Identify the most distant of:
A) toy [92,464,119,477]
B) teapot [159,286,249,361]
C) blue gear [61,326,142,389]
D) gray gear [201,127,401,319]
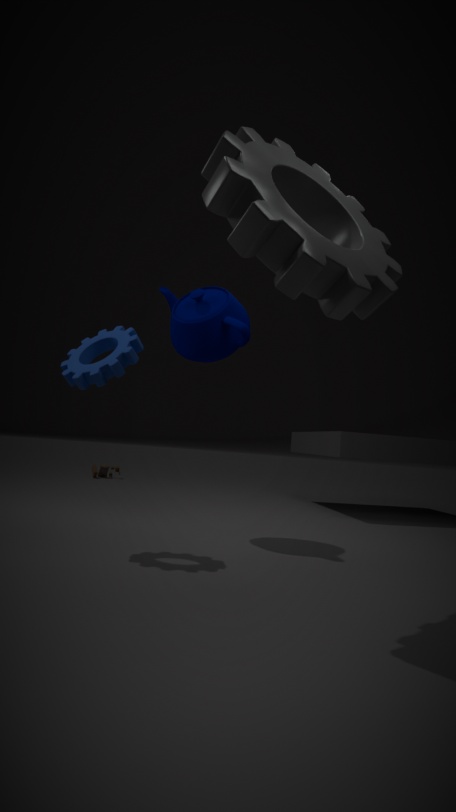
toy [92,464,119,477]
